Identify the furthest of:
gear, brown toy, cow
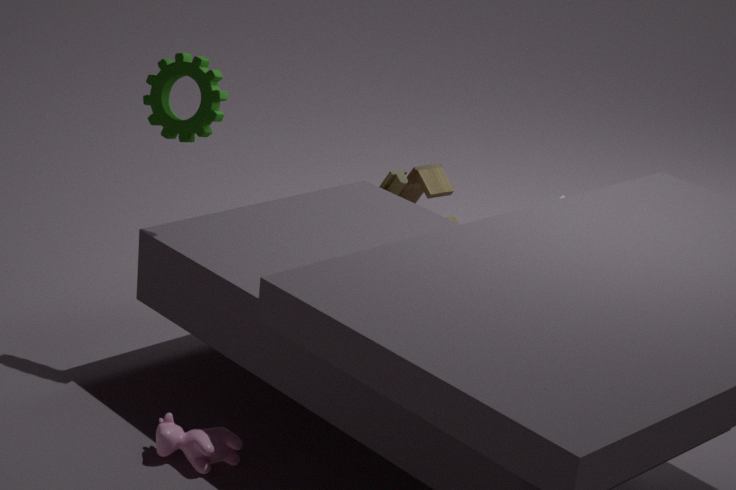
brown toy
